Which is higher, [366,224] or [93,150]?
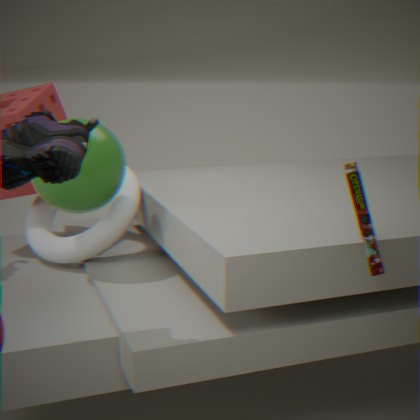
[93,150]
